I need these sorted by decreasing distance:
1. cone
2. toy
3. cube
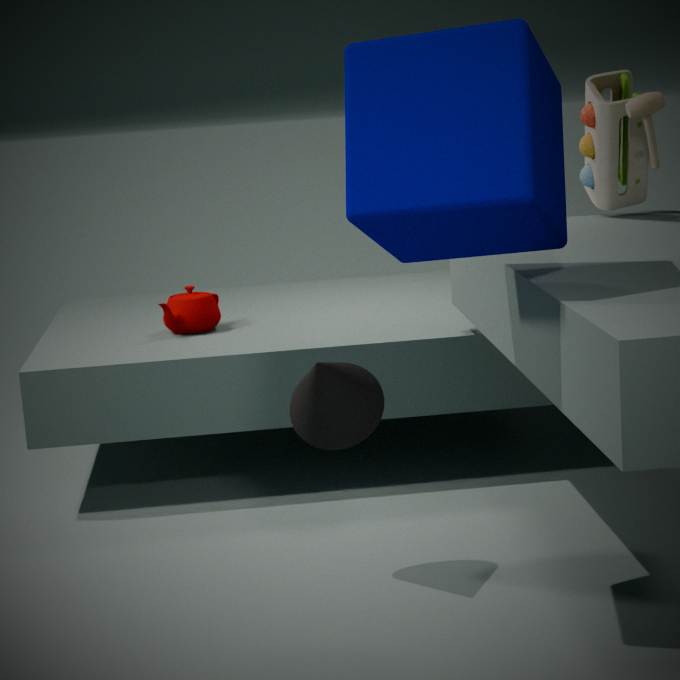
toy → cone → cube
